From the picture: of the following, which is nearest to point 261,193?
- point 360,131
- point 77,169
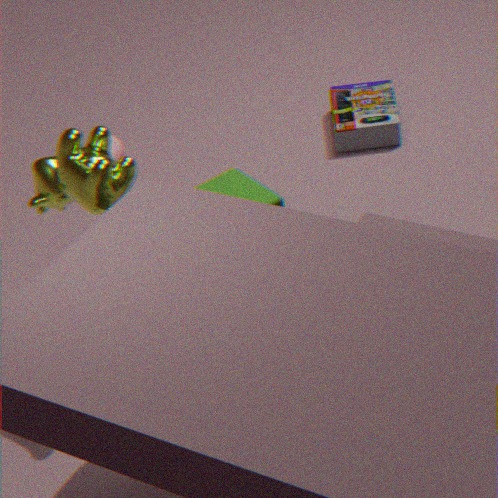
point 77,169
